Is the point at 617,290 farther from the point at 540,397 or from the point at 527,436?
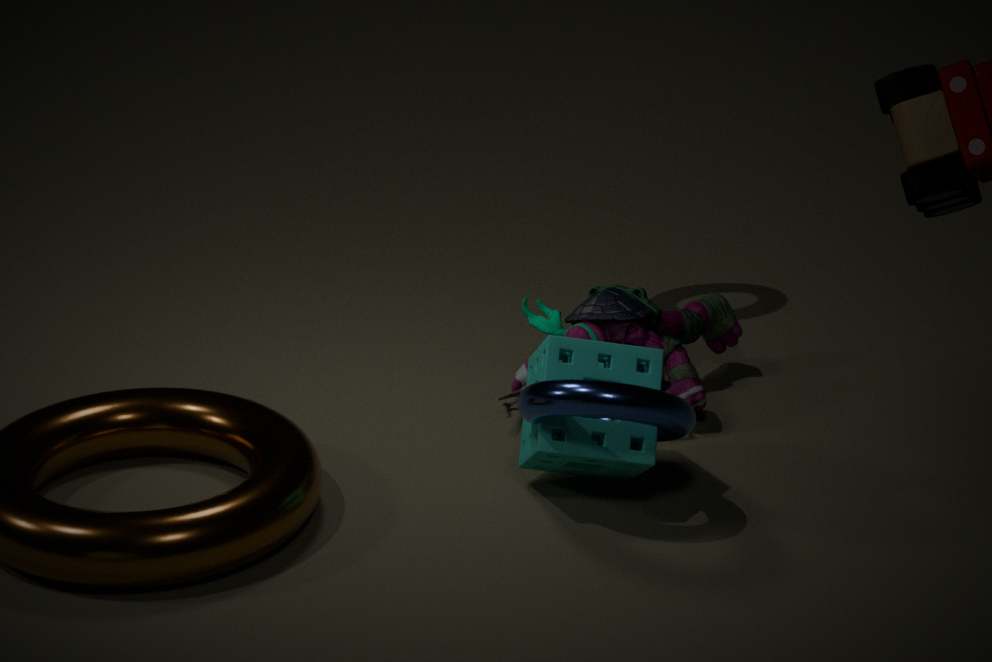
the point at 540,397
